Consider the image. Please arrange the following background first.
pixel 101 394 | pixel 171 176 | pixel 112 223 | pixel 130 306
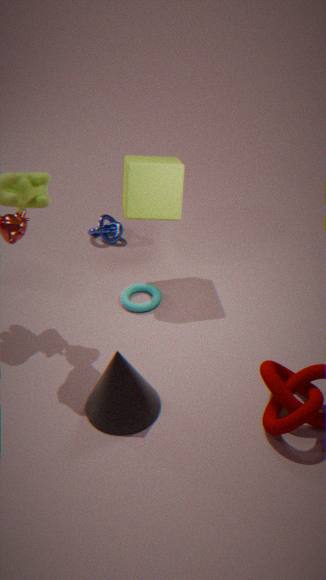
pixel 112 223
pixel 130 306
pixel 171 176
pixel 101 394
